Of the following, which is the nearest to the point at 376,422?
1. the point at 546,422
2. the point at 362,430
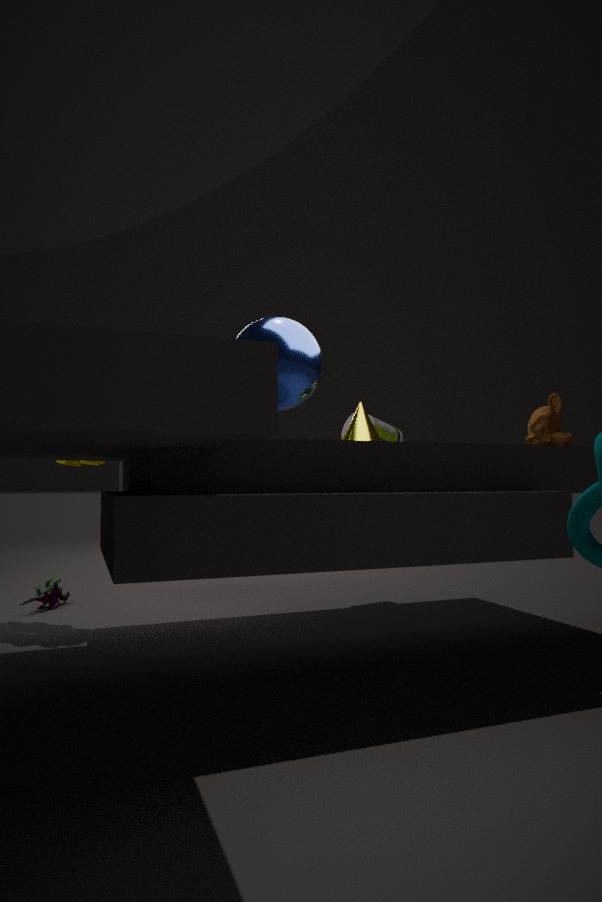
the point at 362,430
